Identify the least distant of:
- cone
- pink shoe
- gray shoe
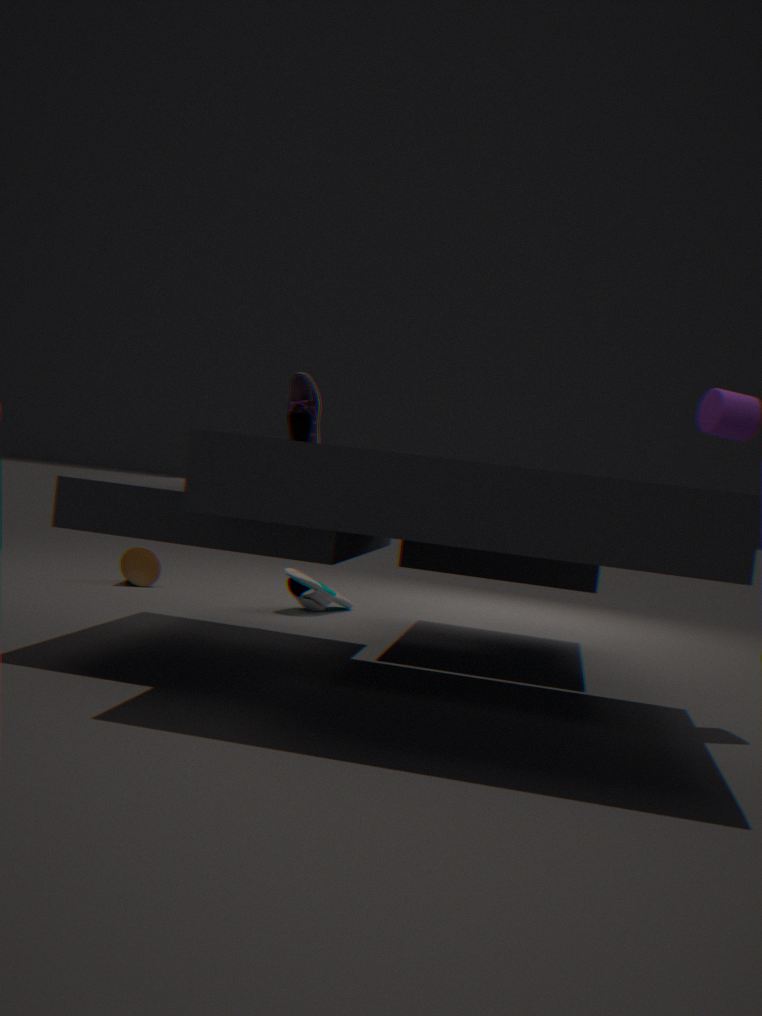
pink shoe
